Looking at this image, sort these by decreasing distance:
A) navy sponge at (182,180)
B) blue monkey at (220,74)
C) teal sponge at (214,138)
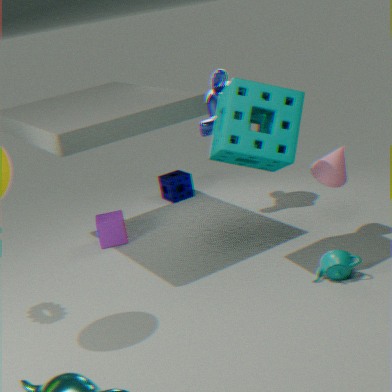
1. navy sponge at (182,180)
2. blue monkey at (220,74)
3. teal sponge at (214,138)
